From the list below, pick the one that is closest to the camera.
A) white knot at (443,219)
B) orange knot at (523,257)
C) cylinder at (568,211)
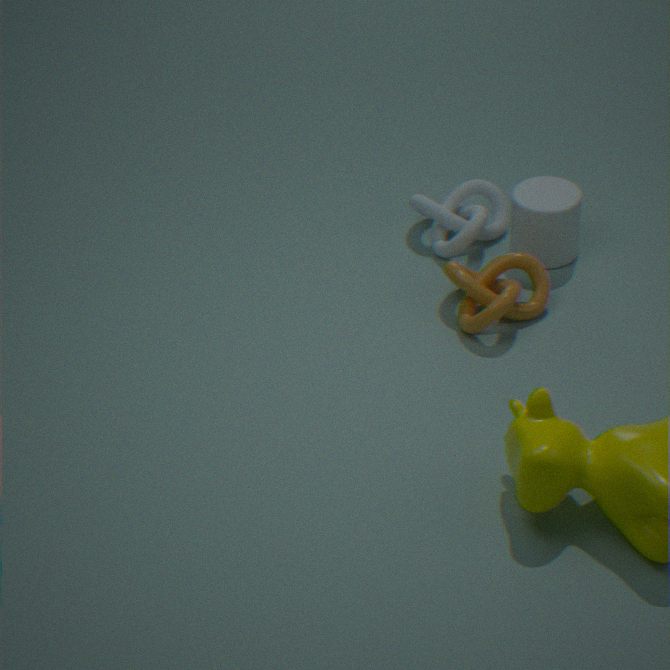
orange knot at (523,257)
